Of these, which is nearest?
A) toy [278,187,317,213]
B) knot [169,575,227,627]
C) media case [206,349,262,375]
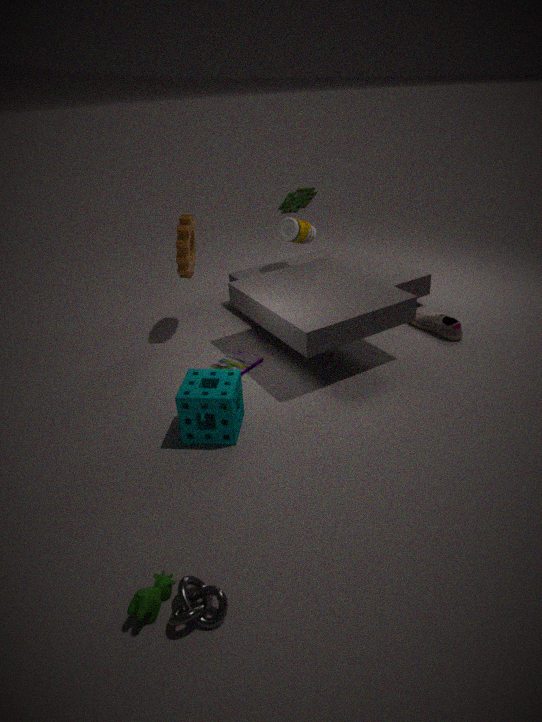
knot [169,575,227,627]
